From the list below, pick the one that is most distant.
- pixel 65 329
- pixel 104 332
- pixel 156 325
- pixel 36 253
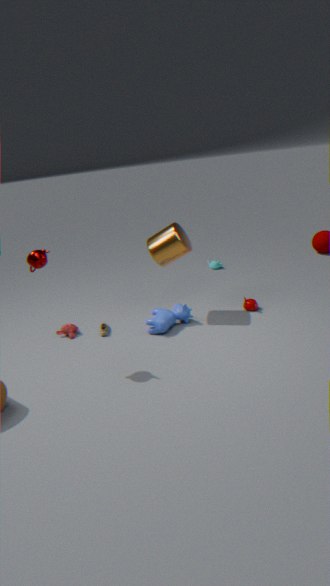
pixel 65 329
